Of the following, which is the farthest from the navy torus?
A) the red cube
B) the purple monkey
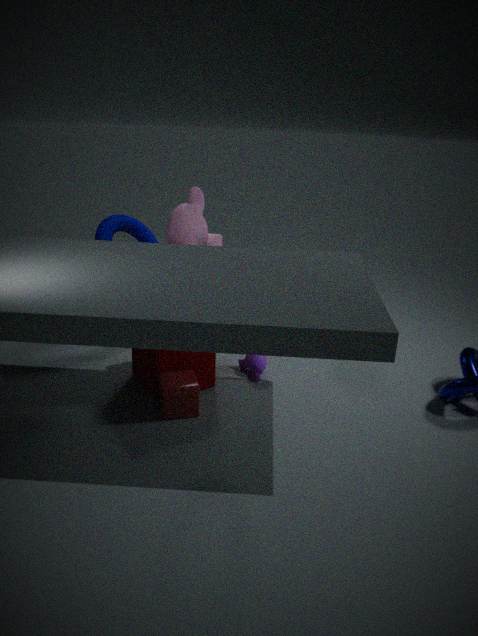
the red cube
